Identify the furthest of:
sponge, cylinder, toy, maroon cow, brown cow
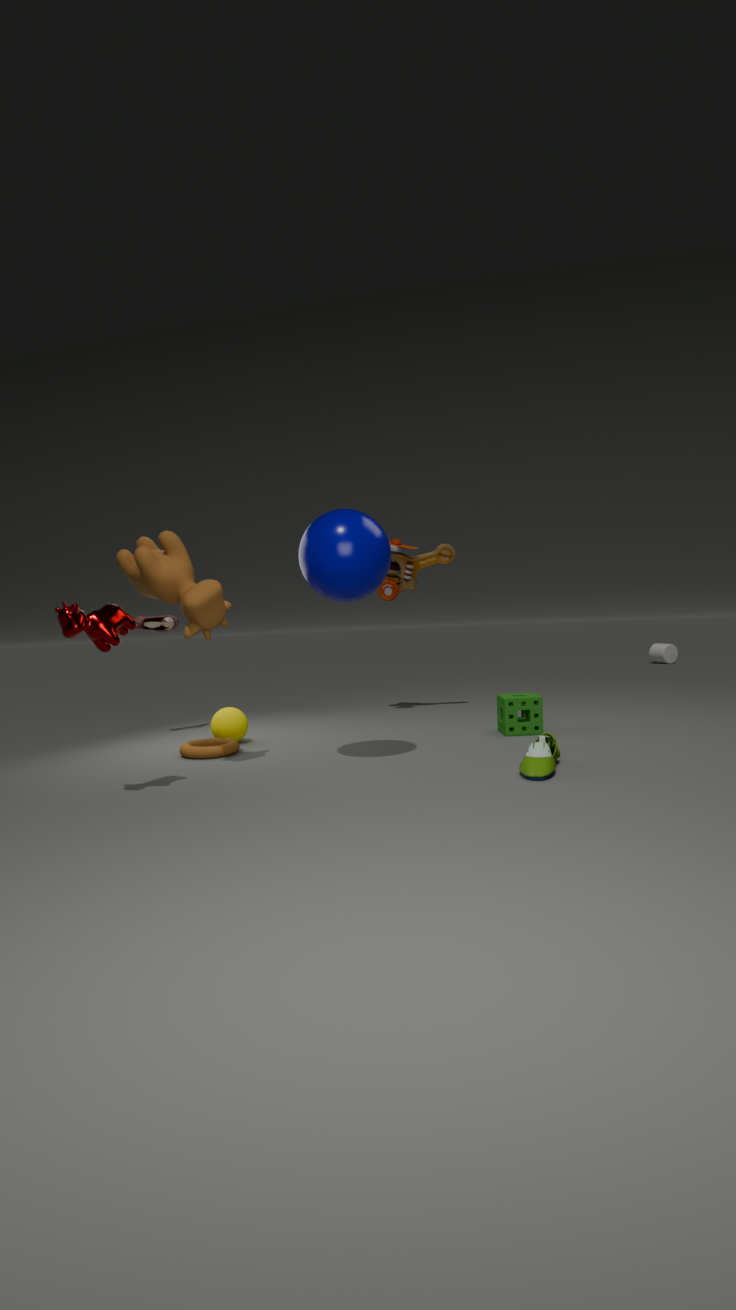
cylinder
